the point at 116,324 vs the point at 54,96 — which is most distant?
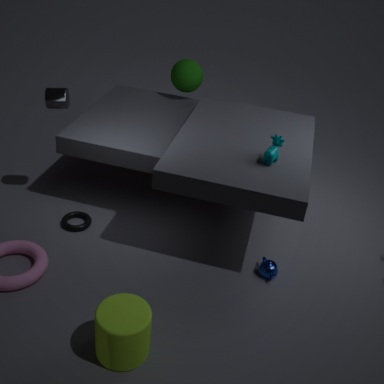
the point at 54,96
